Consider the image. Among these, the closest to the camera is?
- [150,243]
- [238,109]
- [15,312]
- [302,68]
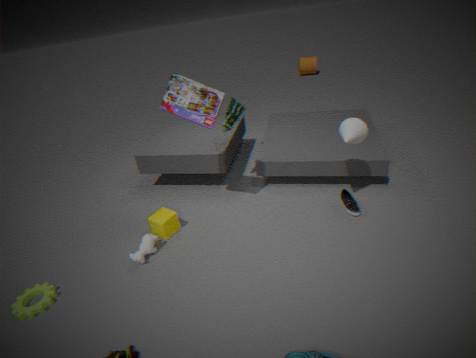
[15,312]
